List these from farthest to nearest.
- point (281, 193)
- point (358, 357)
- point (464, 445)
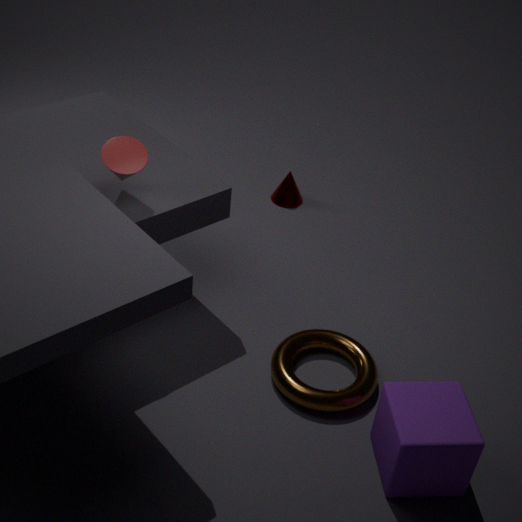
1. point (281, 193)
2. point (358, 357)
3. point (464, 445)
